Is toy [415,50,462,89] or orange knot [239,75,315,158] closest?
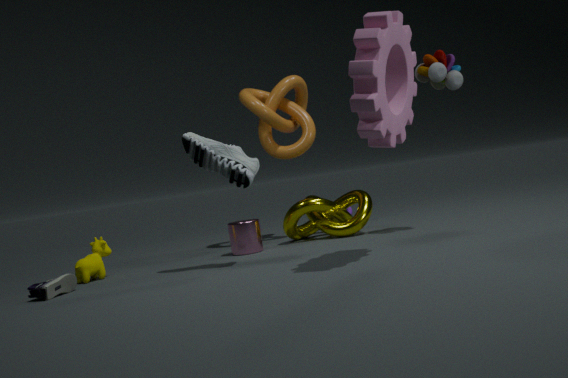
toy [415,50,462,89]
